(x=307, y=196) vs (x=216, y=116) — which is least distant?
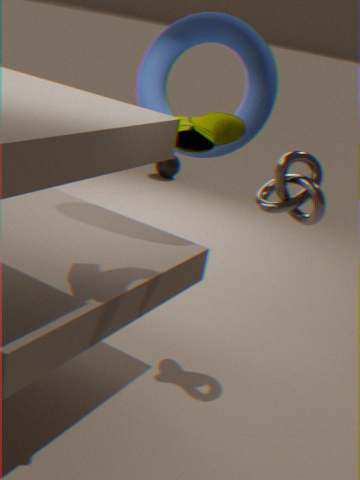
(x=216, y=116)
